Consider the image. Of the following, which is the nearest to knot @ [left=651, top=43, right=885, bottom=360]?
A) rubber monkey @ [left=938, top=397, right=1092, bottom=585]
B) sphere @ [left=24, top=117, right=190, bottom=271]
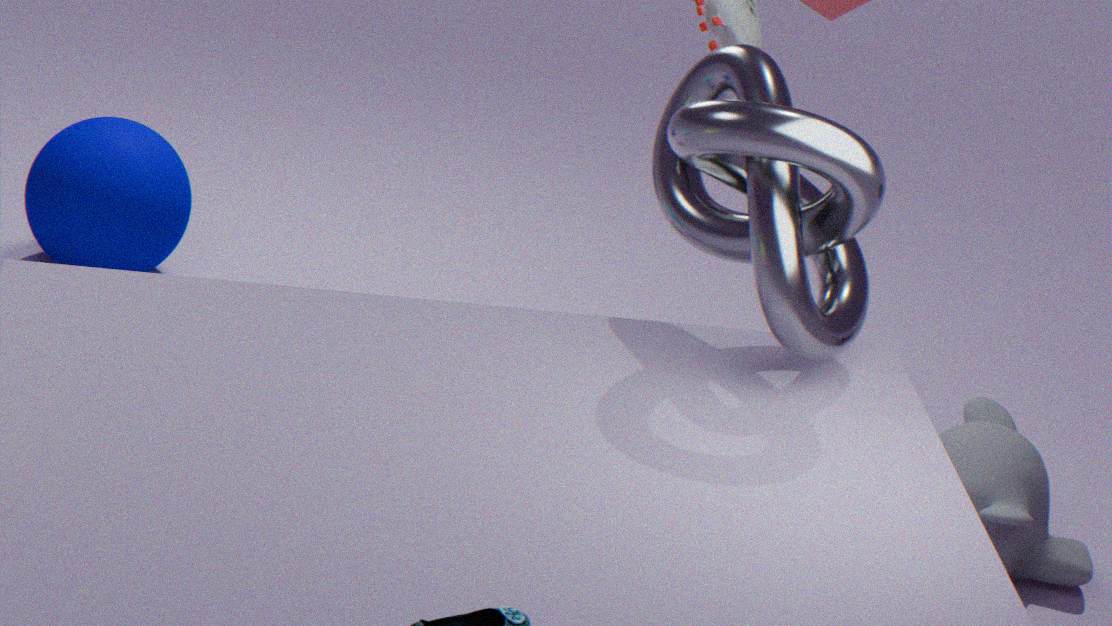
rubber monkey @ [left=938, top=397, right=1092, bottom=585]
